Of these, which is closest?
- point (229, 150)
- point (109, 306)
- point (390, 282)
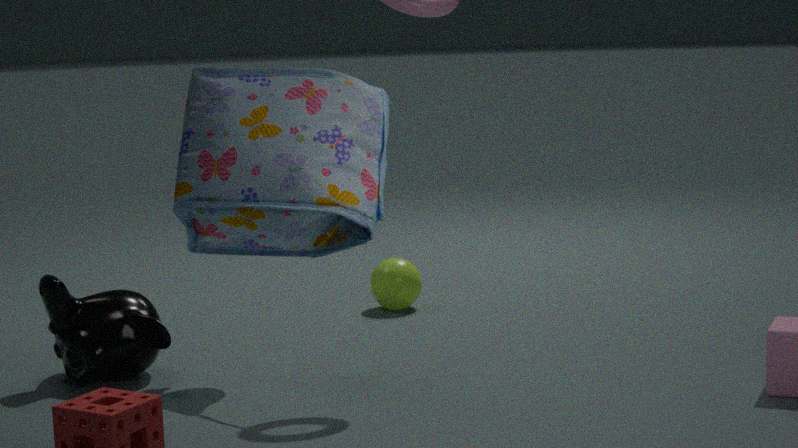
point (229, 150)
